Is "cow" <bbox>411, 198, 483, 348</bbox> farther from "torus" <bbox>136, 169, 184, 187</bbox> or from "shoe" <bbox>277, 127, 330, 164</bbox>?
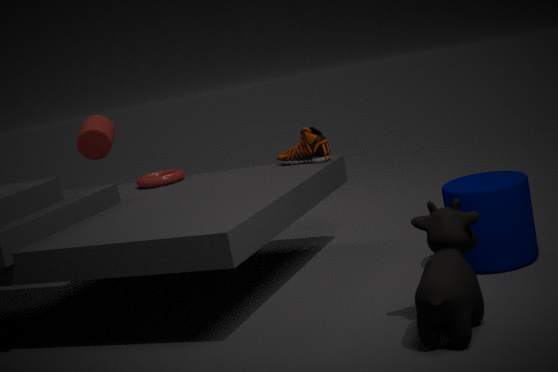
"torus" <bbox>136, 169, 184, 187</bbox>
